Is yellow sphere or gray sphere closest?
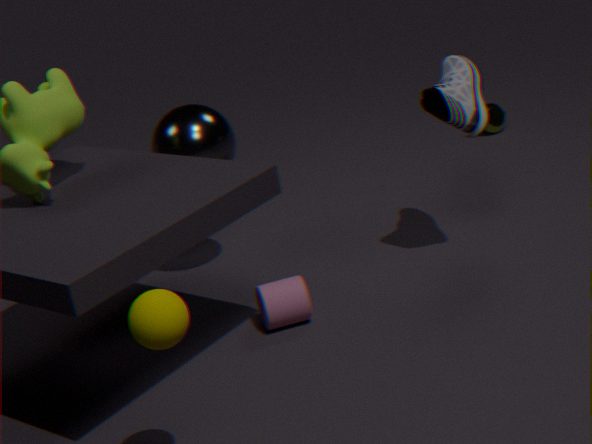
yellow sphere
